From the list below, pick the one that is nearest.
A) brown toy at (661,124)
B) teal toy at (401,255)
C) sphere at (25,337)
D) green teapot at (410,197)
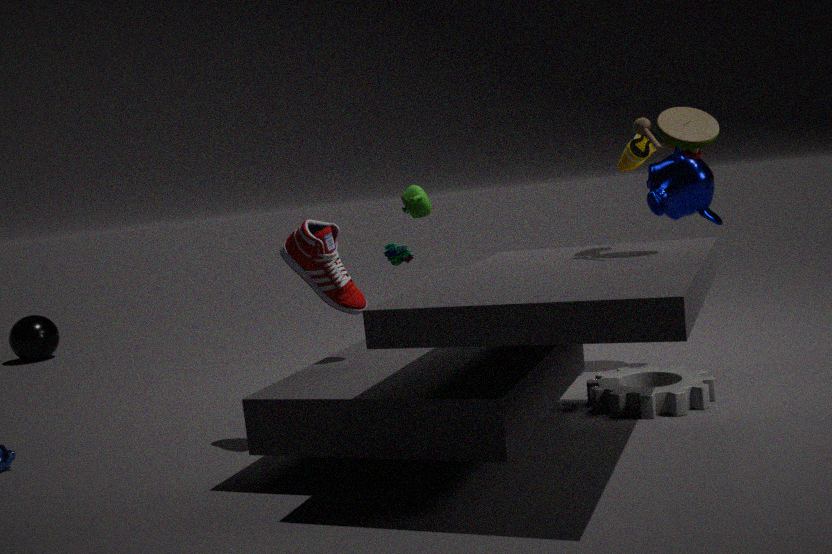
brown toy at (661,124)
